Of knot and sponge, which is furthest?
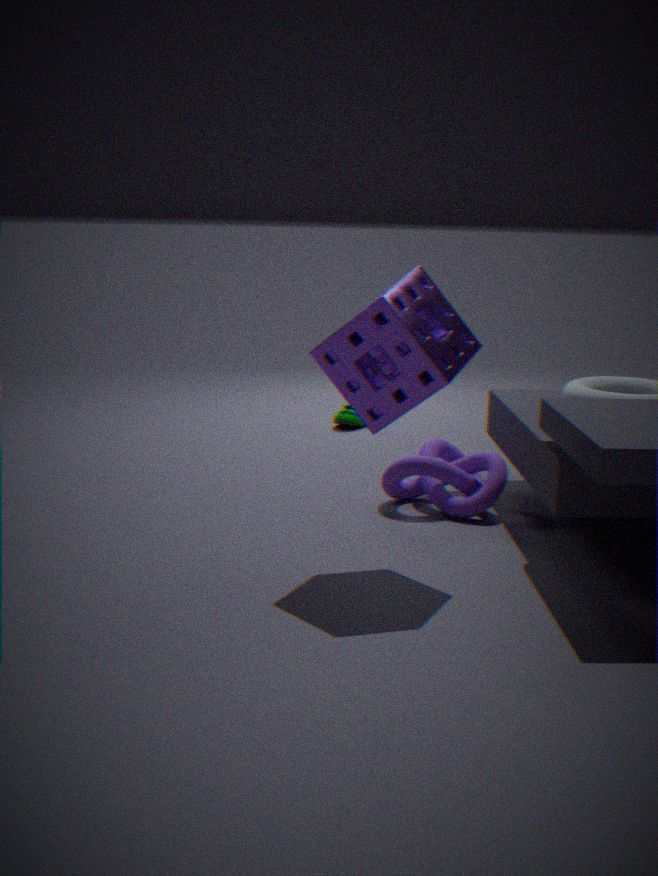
knot
